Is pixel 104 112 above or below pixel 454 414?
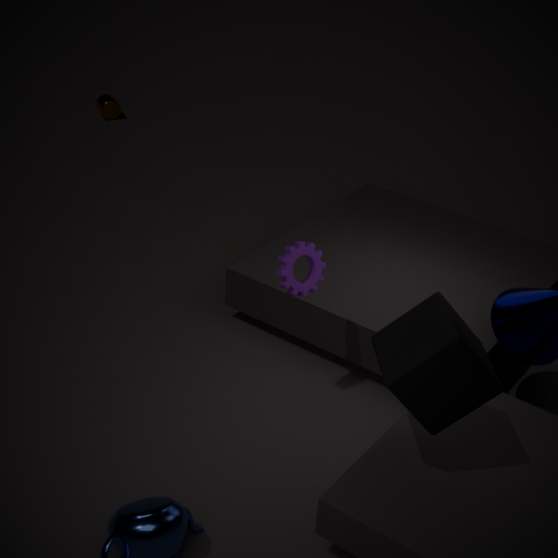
below
